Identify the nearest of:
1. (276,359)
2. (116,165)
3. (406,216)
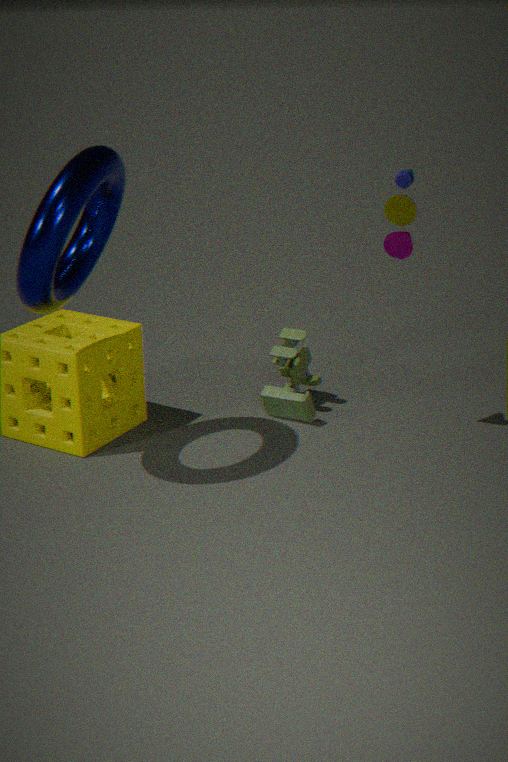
(116,165)
